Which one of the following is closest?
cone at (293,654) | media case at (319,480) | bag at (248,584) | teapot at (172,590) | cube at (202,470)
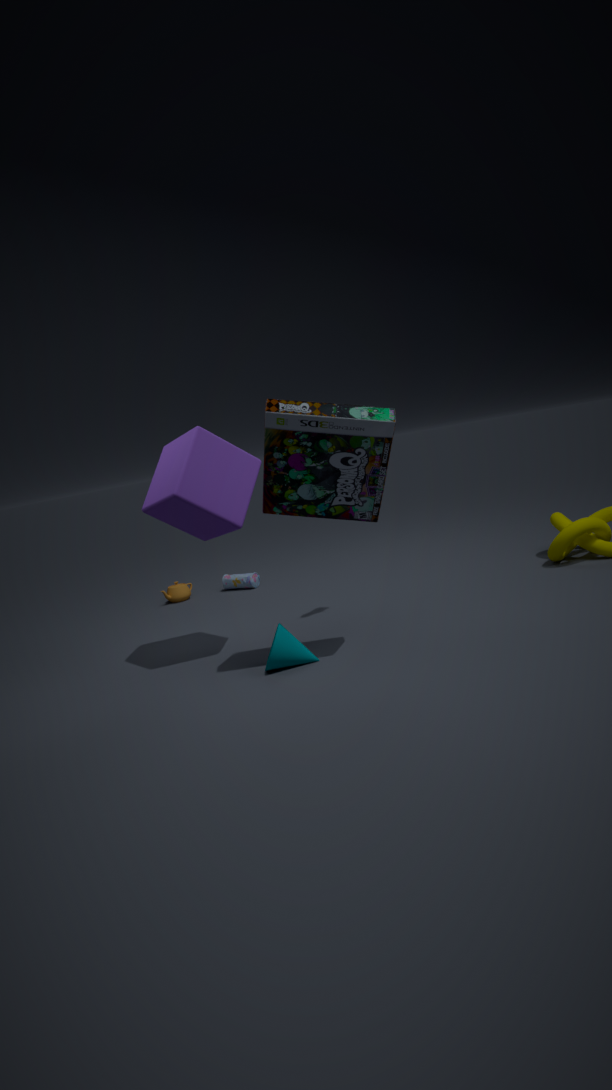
media case at (319,480)
